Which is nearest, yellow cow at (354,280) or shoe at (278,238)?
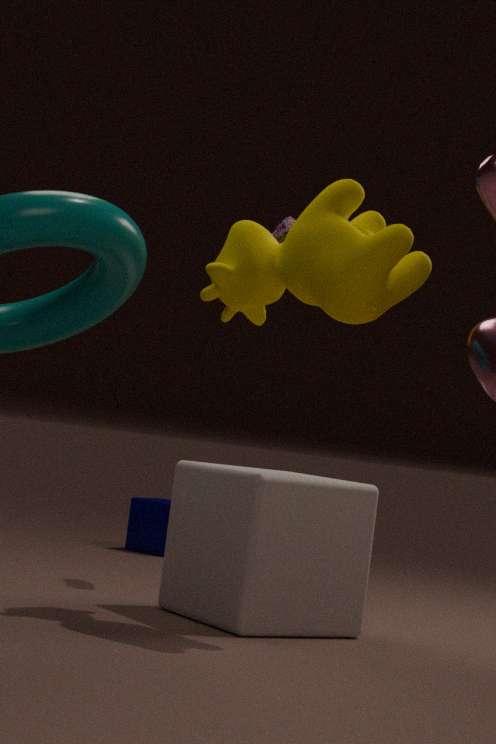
yellow cow at (354,280)
